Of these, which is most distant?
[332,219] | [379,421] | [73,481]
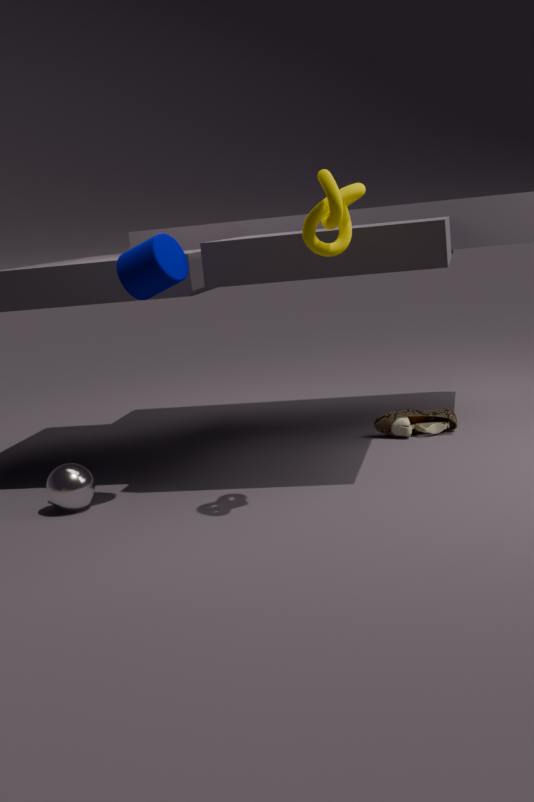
[379,421]
